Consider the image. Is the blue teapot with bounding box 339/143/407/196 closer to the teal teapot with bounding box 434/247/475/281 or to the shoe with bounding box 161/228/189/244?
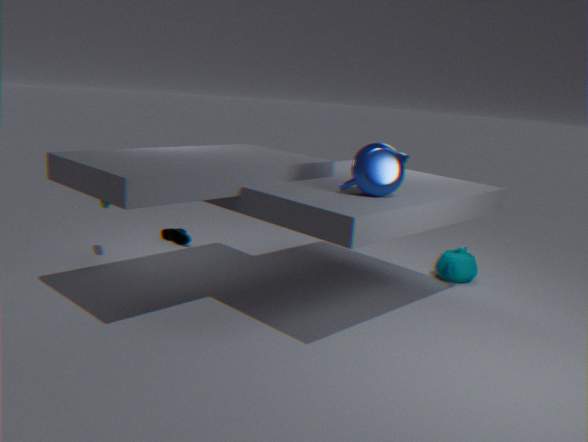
the teal teapot with bounding box 434/247/475/281
